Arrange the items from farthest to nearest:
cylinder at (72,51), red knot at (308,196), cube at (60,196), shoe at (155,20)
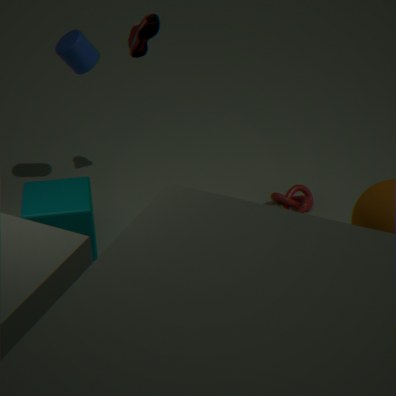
red knot at (308,196) < shoe at (155,20) < cylinder at (72,51) < cube at (60,196)
